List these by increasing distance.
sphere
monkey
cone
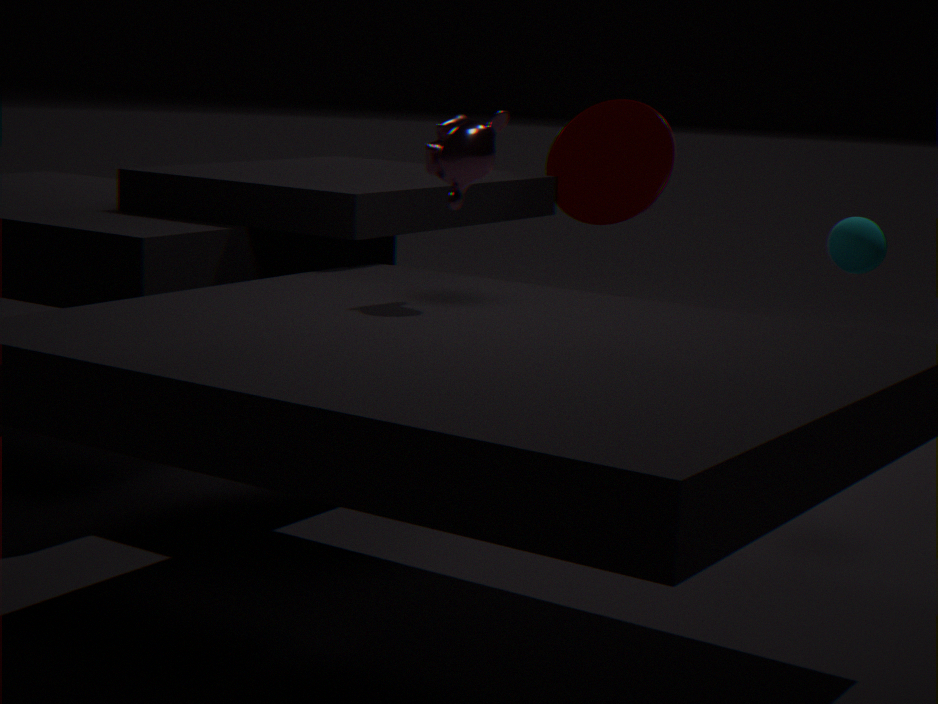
monkey → sphere → cone
